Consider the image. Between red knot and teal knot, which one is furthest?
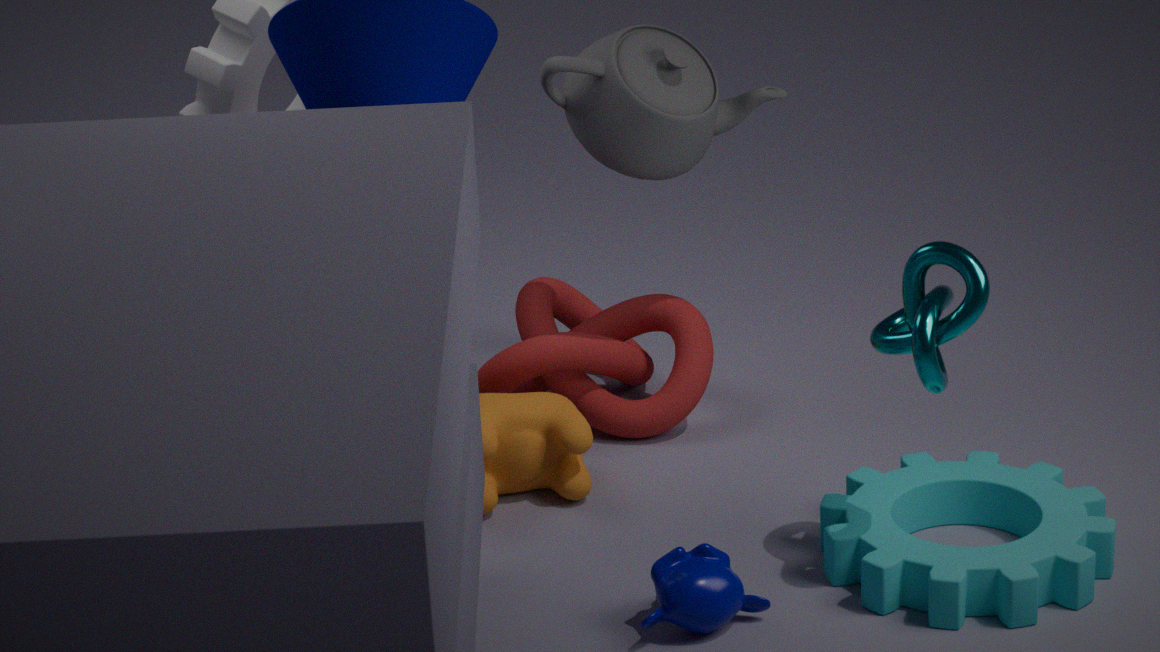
red knot
